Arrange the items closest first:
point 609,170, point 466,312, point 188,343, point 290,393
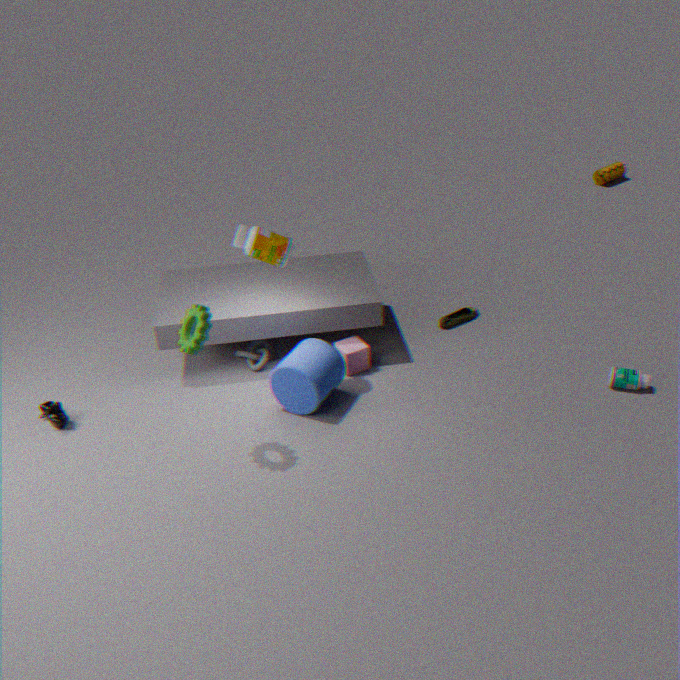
point 188,343 → point 290,393 → point 466,312 → point 609,170
